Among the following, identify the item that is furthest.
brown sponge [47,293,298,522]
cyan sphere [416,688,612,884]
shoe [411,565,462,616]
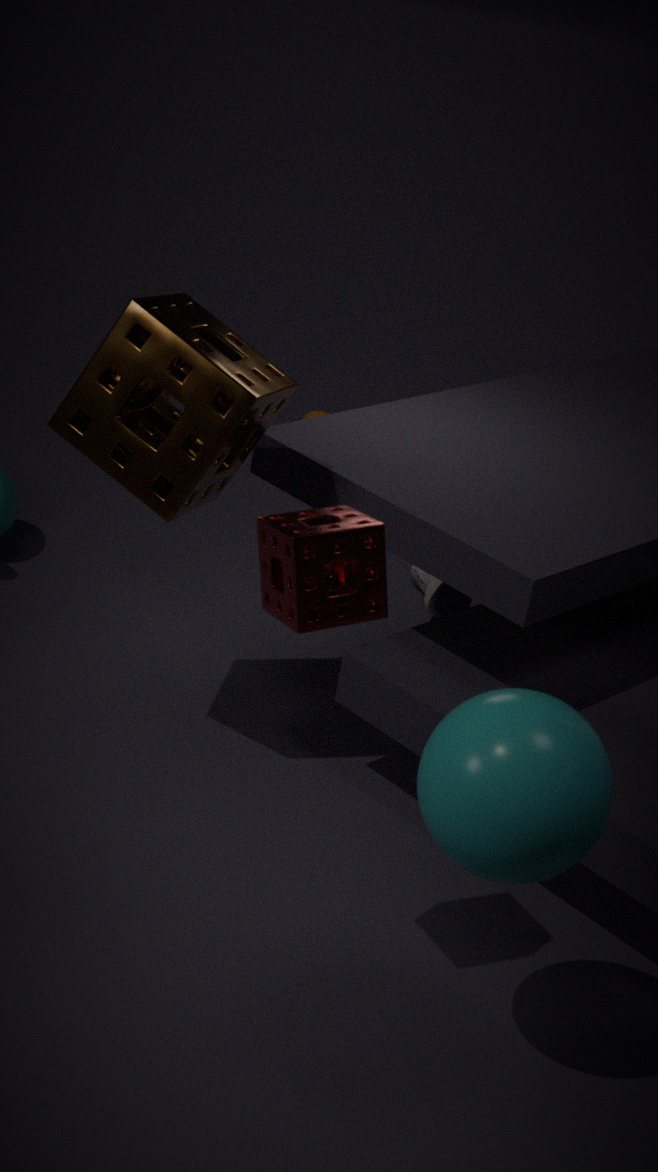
shoe [411,565,462,616]
